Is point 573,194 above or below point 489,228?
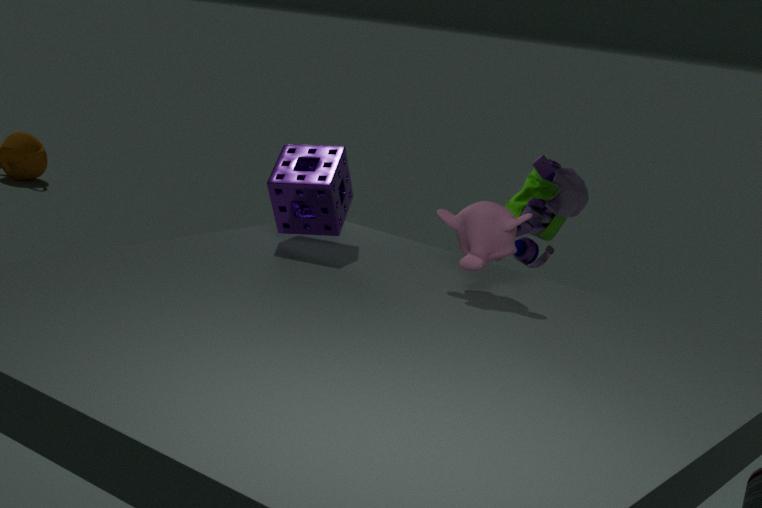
below
